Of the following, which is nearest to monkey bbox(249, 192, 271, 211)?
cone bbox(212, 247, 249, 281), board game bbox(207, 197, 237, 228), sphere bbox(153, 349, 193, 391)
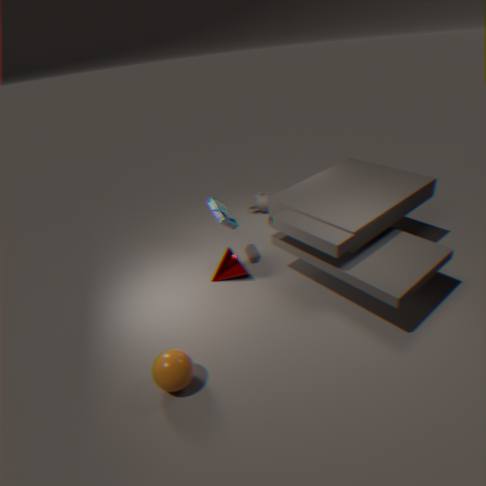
board game bbox(207, 197, 237, 228)
